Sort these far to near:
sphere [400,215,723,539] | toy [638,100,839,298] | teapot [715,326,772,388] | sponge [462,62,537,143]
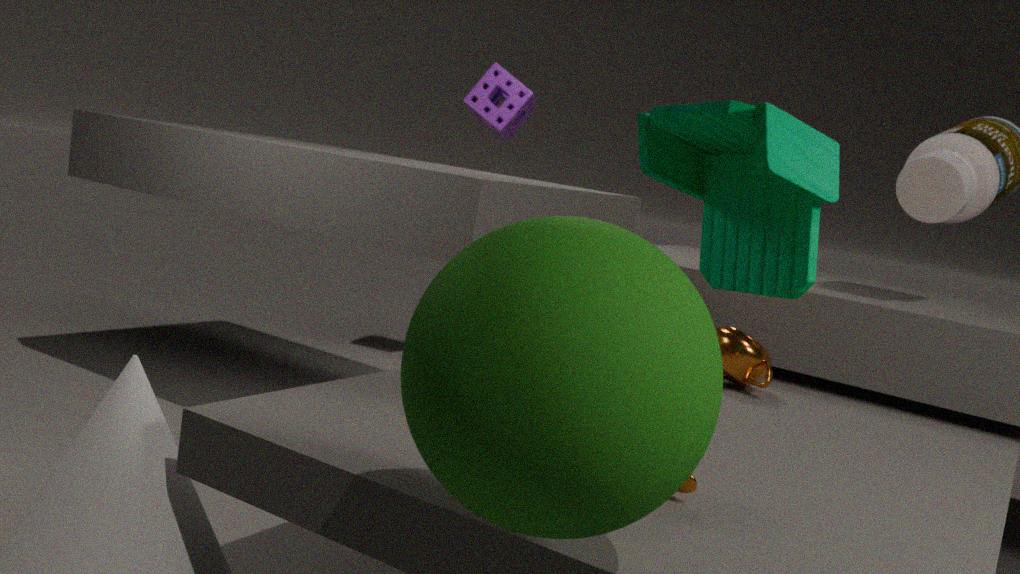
sponge [462,62,537,143]
teapot [715,326,772,388]
toy [638,100,839,298]
sphere [400,215,723,539]
